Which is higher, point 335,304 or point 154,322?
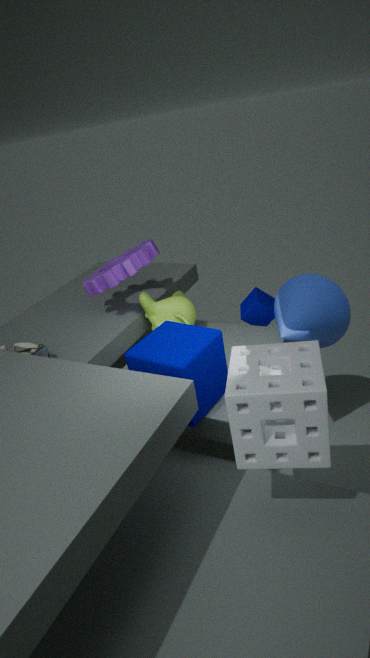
point 335,304
